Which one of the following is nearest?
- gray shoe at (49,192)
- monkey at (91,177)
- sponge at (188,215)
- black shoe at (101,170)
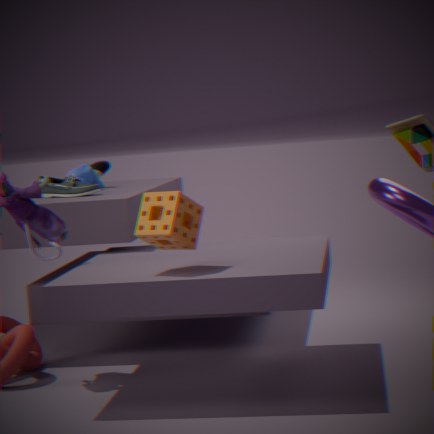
sponge at (188,215)
